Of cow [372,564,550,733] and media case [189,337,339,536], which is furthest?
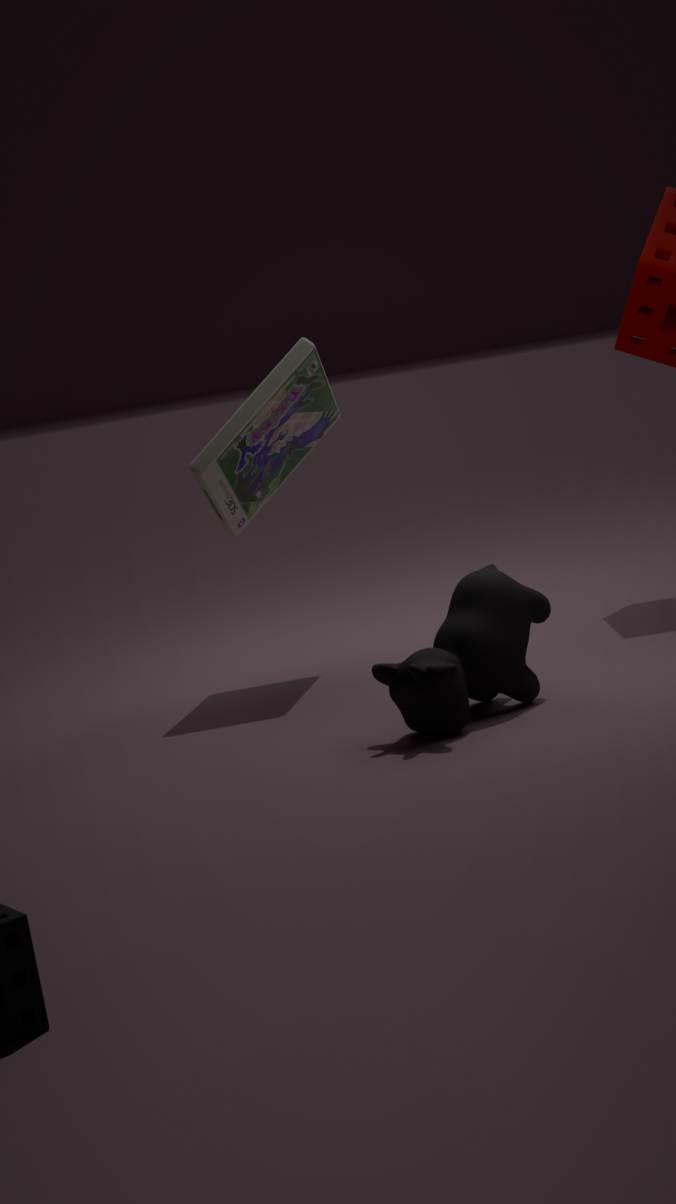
media case [189,337,339,536]
